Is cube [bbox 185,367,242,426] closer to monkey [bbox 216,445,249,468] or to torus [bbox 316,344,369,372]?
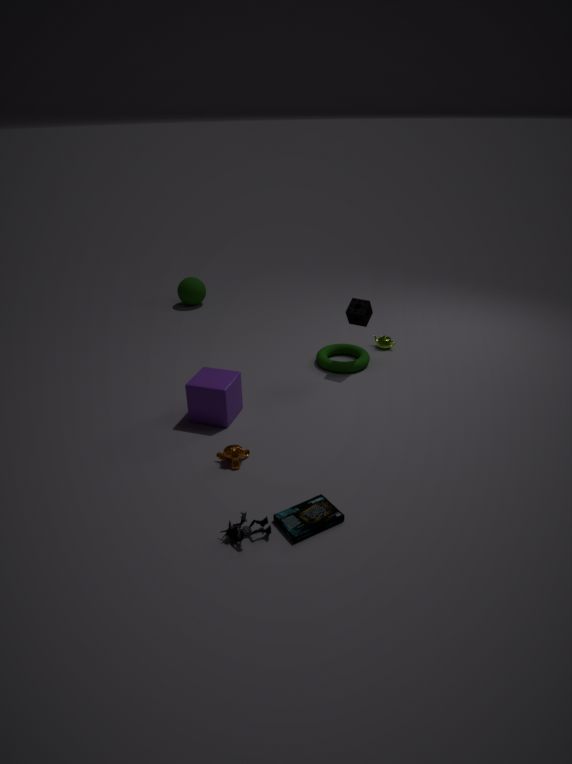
monkey [bbox 216,445,249,468]
